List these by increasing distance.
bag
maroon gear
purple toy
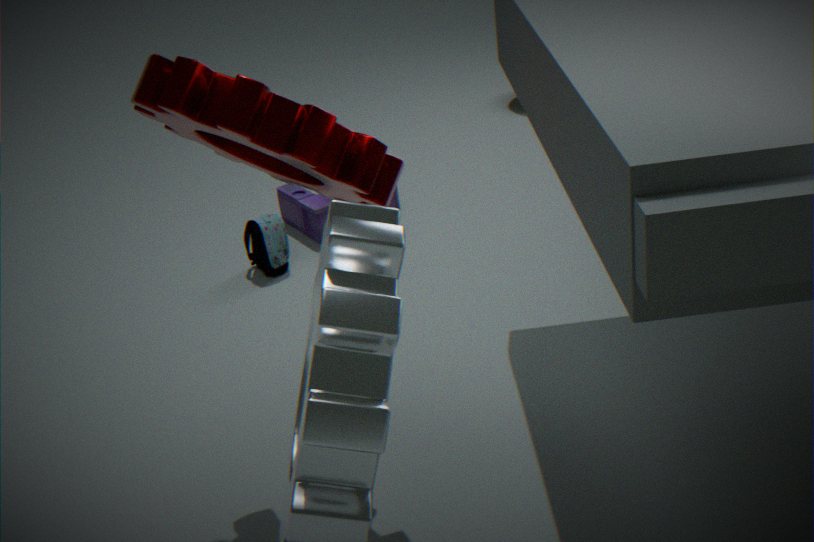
maroon gear < bag < purple toy
